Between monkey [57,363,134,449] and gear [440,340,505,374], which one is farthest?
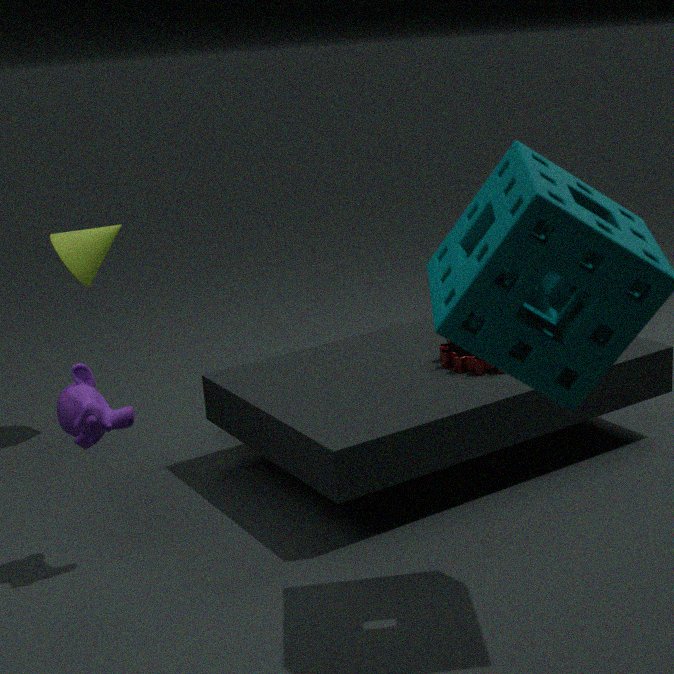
gear [440,340,505,374]
